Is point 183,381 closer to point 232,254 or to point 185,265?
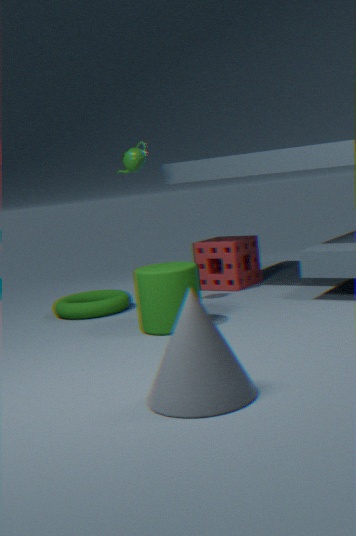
point 185,265
